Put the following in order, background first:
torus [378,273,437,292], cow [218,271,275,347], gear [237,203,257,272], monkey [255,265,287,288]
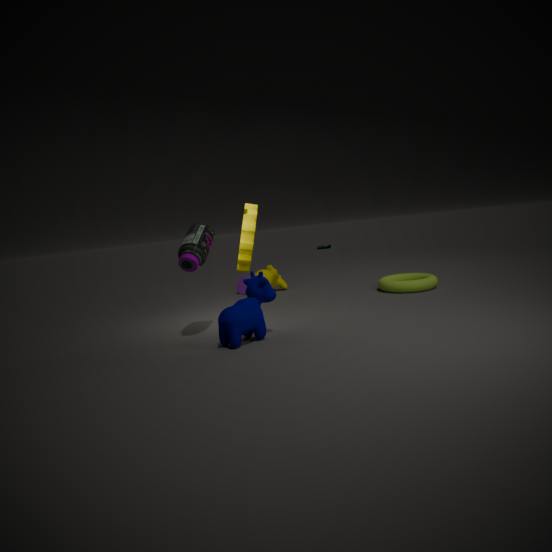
monkey [255,265,287,288] → torus [378,273,437,292] → gear [237,203,257,272] → cow [218,271,275,347]
